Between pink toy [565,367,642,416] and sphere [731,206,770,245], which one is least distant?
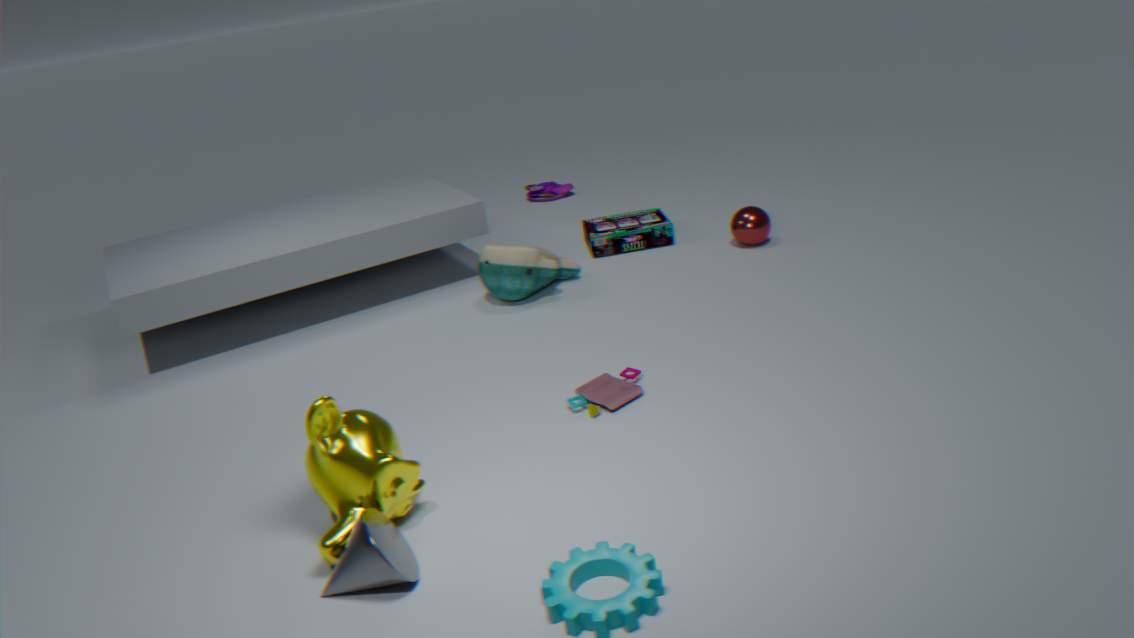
pink toy [565,367,642,416]
